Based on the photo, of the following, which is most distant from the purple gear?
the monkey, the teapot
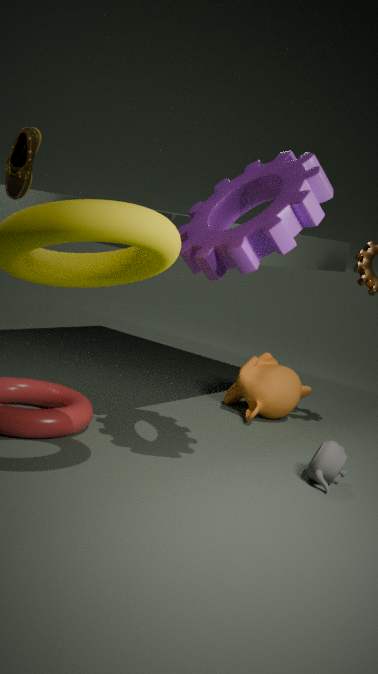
the monkey
